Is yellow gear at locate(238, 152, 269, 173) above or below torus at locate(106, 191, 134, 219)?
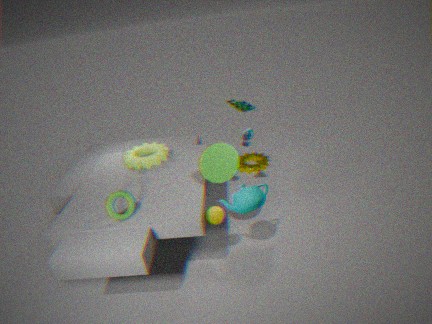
below
